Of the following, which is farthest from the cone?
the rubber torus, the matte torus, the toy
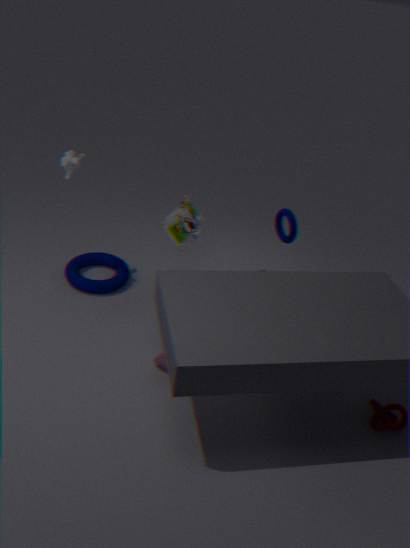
the matte torus
